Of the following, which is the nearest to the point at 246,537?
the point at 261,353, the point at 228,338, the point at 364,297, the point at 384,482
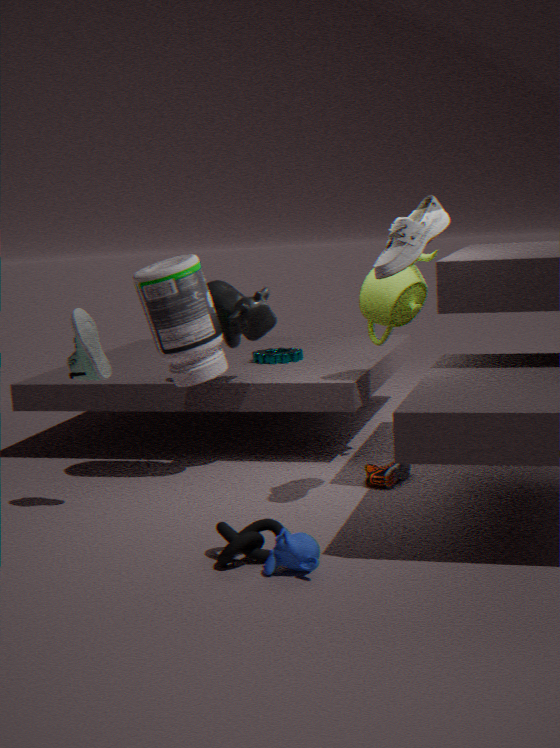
the point at 384,482
